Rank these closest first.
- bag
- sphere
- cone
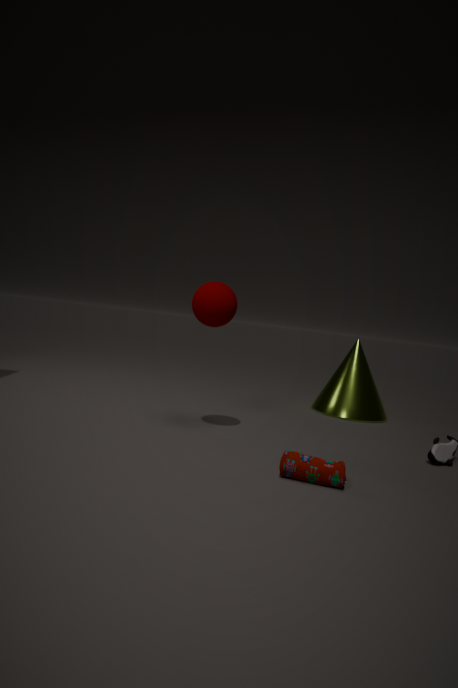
bag
sphere
cone
